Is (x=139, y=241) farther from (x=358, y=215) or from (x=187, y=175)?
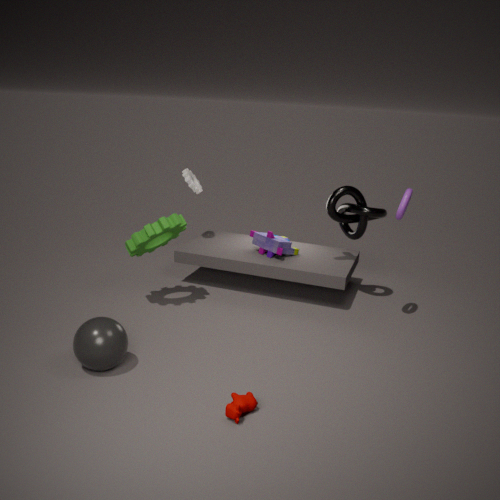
(x=358, y=215)
